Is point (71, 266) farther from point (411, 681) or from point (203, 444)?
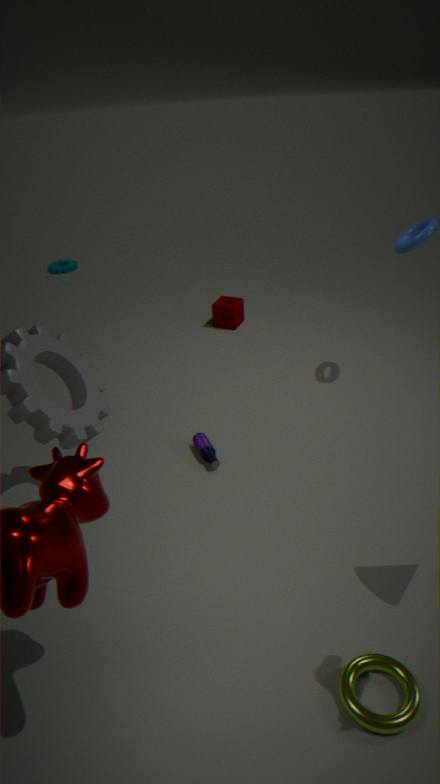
point (411, 681)
